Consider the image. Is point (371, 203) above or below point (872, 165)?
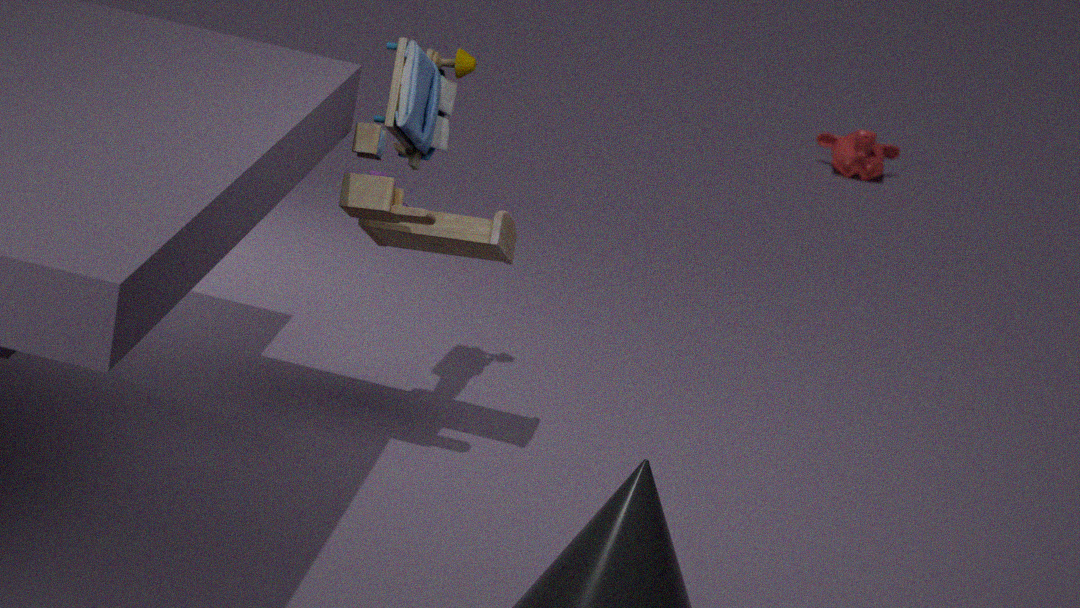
above
